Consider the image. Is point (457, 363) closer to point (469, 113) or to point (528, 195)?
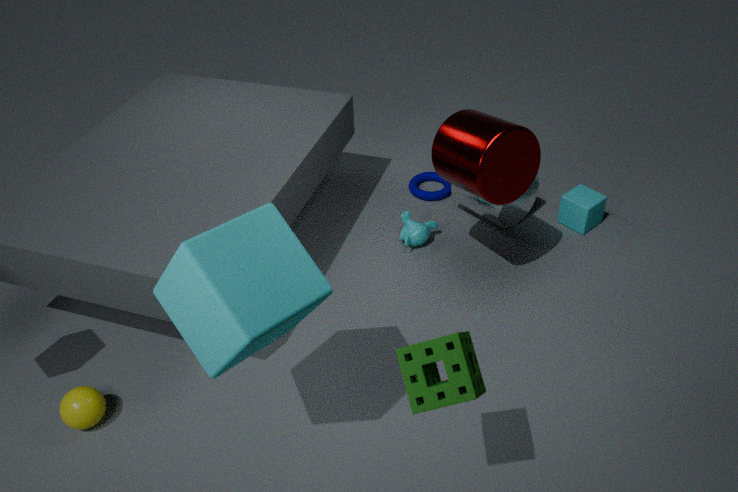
point (469, 113)
